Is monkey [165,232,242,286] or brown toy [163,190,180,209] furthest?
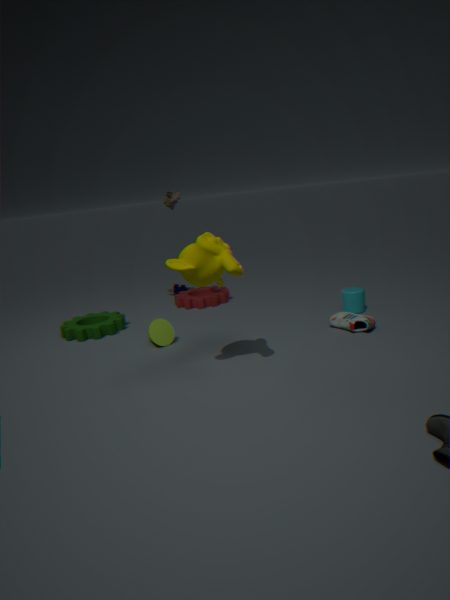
brown toy [163,190,180,209]
